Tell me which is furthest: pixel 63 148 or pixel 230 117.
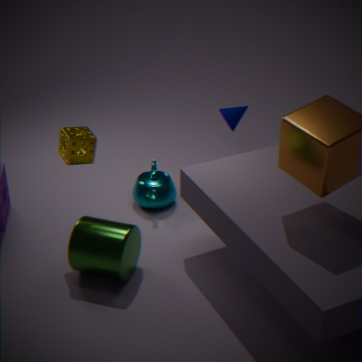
pixel 230 117
